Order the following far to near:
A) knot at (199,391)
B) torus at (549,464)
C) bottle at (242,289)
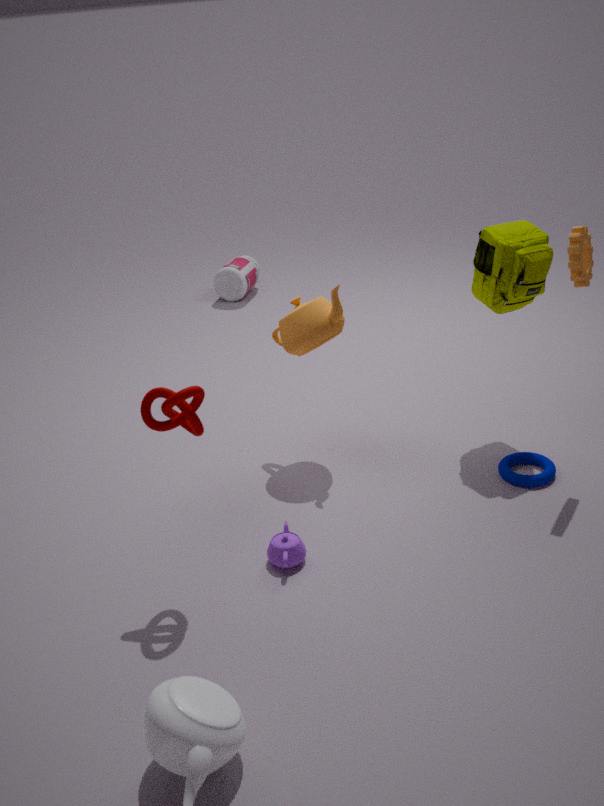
bottle at (242,289)
torus at (549,464)
knot at (199,391)
